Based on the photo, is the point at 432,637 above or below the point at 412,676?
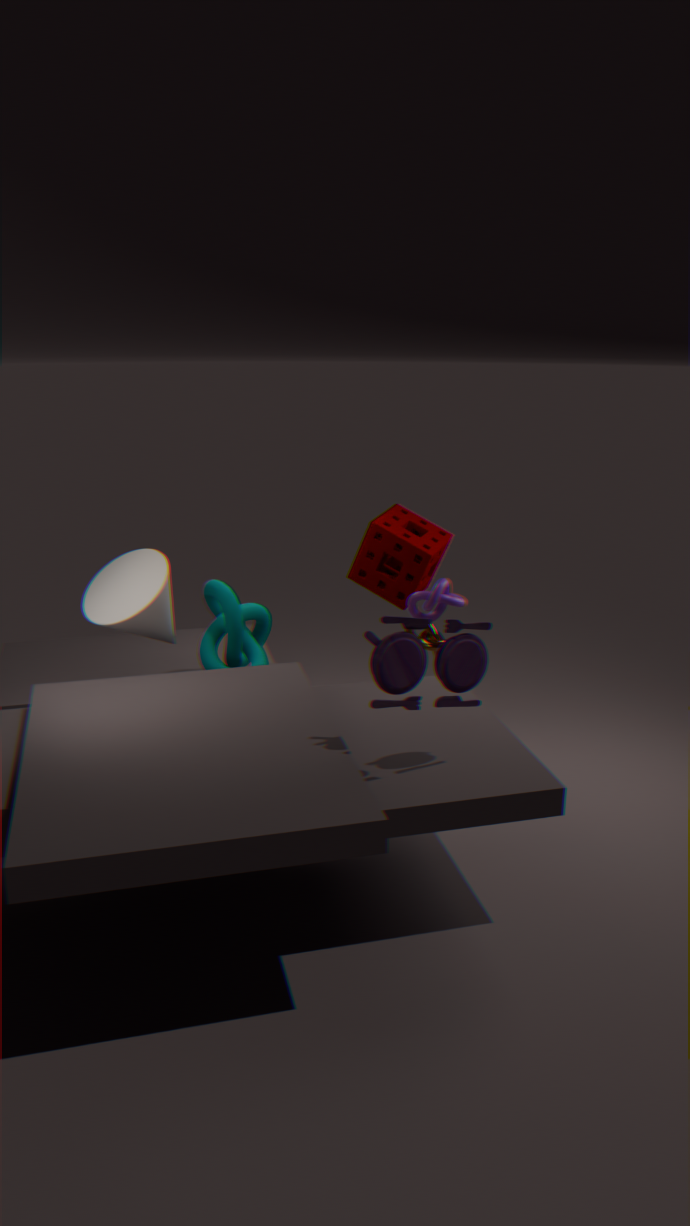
below
